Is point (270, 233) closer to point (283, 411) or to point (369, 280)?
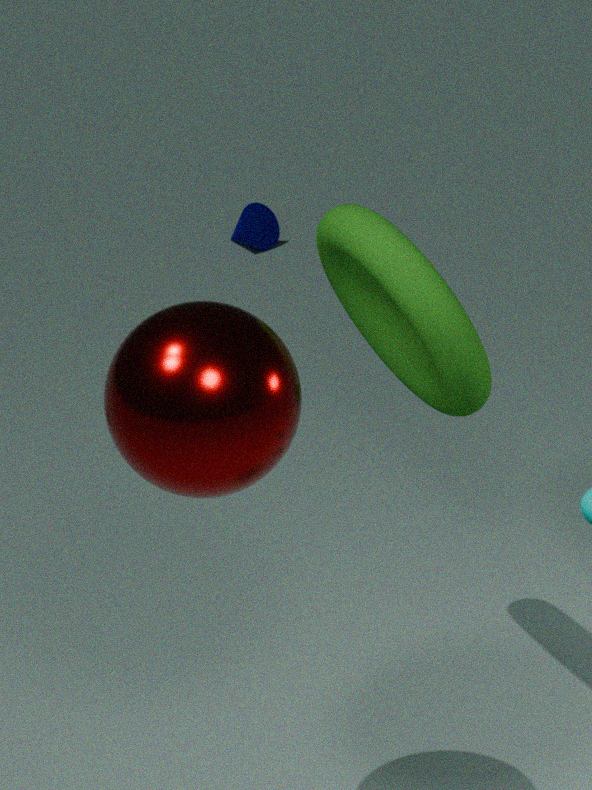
point (369, 280)
